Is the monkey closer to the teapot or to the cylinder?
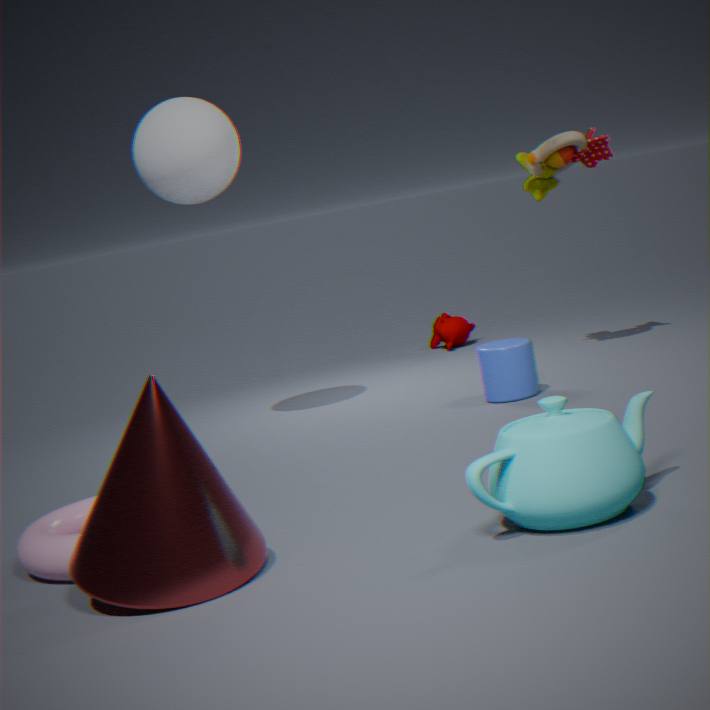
the cylinder
